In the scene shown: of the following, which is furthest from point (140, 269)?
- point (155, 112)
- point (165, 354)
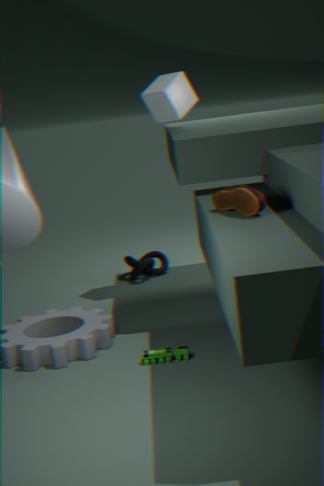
point (165, 354)
